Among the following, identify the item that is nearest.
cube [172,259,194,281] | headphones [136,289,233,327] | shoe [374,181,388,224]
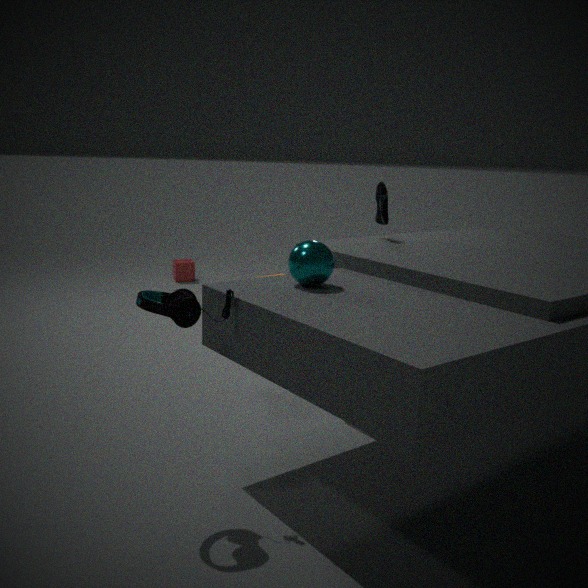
headphones [136,289,233,327]
